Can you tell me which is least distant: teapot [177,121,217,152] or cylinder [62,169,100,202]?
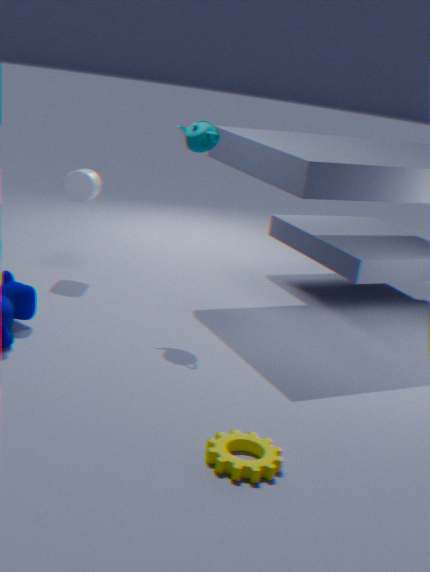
teapot [177,121,217,152]
